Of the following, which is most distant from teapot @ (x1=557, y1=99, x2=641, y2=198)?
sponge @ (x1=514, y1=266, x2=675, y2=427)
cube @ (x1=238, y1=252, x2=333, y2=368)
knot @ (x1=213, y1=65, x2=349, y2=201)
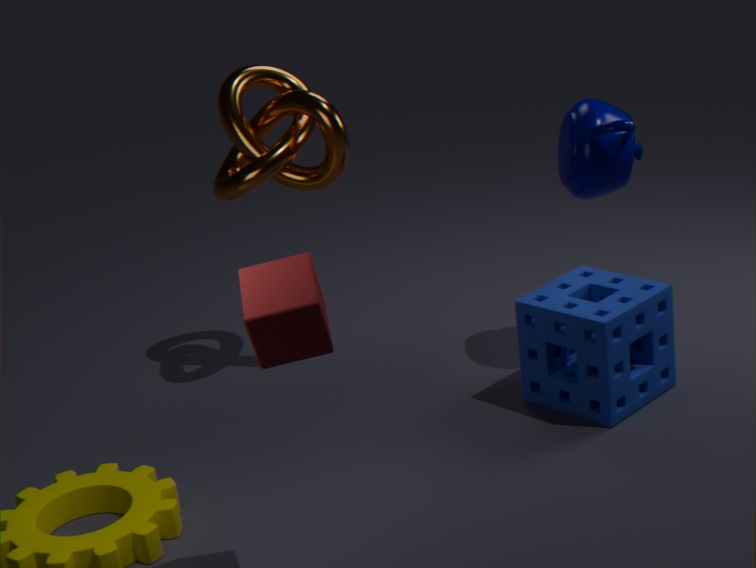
cube @ (x1=238, y1=252, x2=333, y2=368)
